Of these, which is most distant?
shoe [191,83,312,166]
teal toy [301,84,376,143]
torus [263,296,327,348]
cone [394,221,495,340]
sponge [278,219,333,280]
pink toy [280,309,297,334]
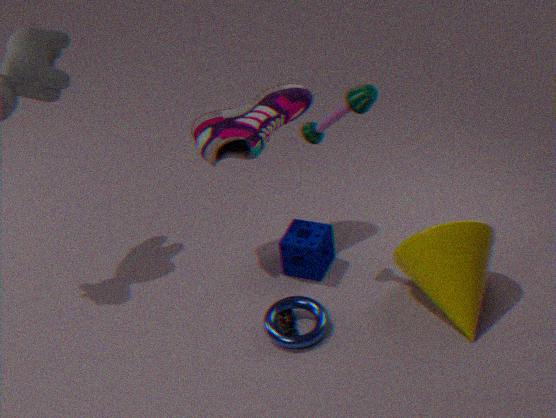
sponge [278,219,333,280]
